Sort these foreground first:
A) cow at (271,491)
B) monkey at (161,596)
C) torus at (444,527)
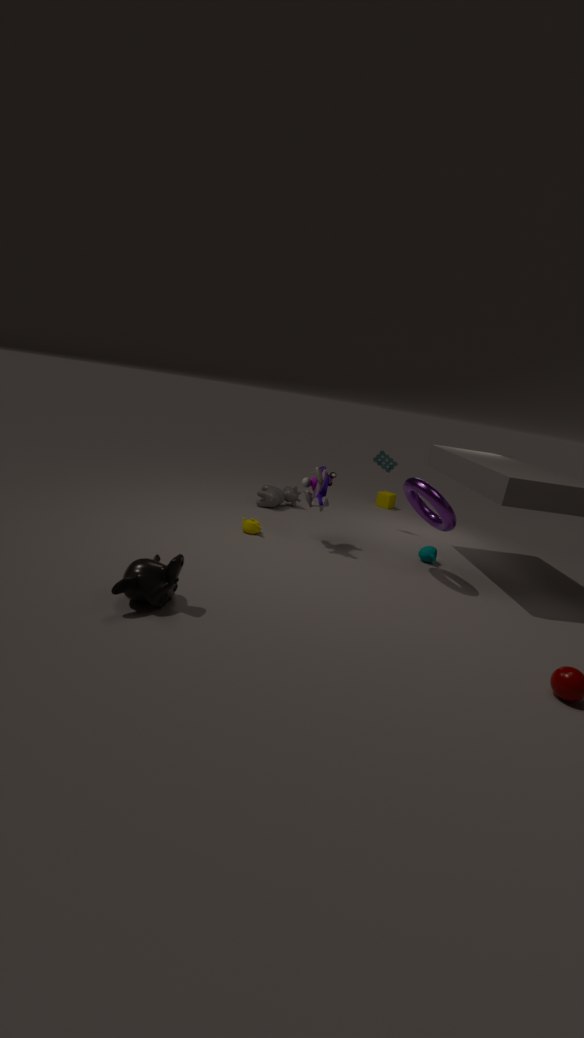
monkey at (161,596)
torus at (444,527)
cow at (271,491)
